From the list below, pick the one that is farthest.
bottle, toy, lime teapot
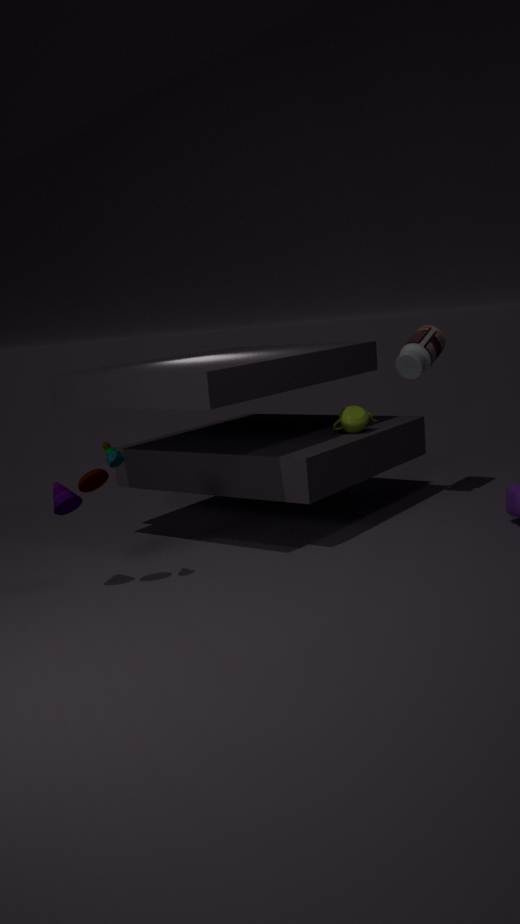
bottle
